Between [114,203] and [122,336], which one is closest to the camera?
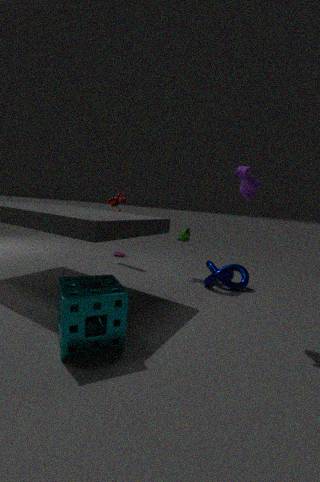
[122,336]
